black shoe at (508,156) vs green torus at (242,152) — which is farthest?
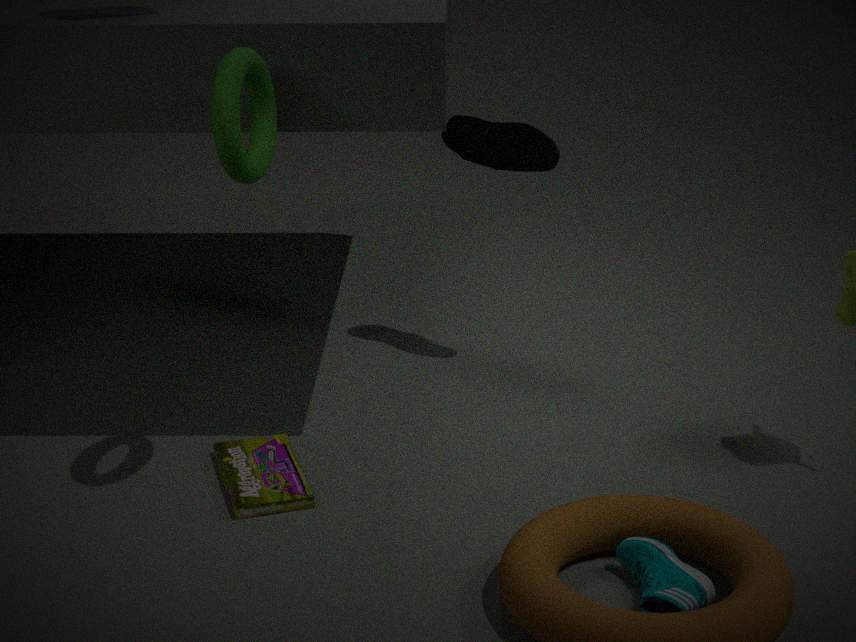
black shoe at (508,156)
